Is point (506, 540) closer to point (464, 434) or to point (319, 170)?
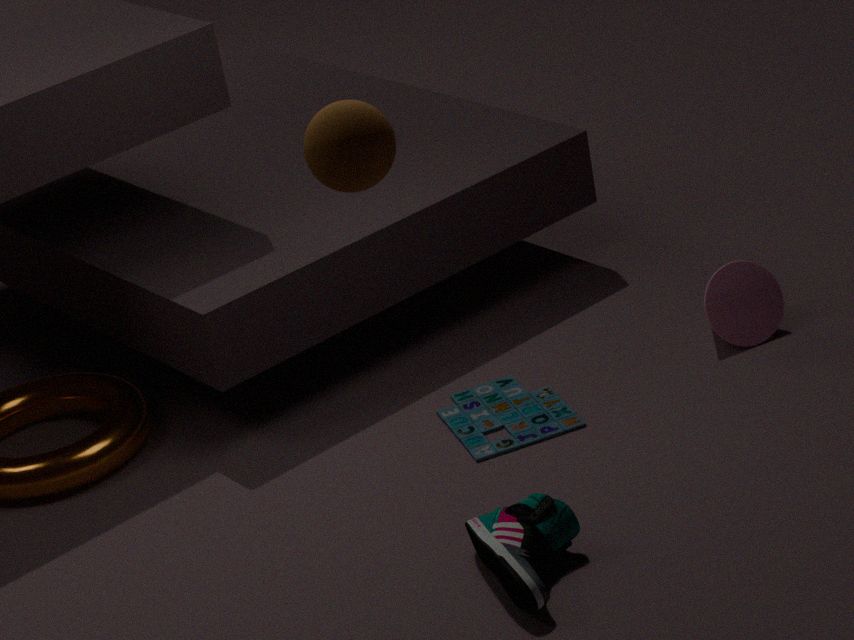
point (464, 434)
